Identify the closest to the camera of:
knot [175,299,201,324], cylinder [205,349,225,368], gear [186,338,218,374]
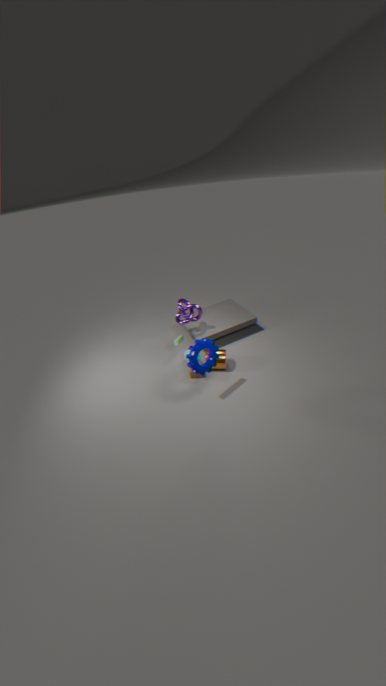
gear [186,338,218,374]
